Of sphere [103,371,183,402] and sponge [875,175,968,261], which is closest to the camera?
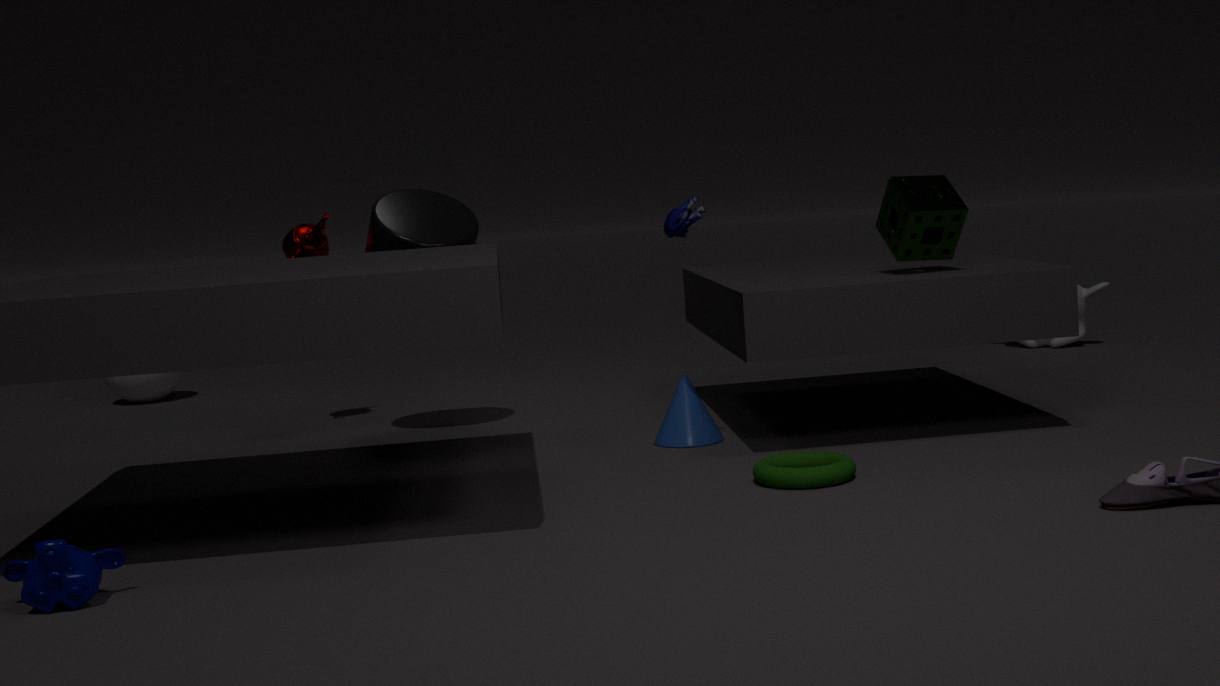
sponge [875,175,968,261]
